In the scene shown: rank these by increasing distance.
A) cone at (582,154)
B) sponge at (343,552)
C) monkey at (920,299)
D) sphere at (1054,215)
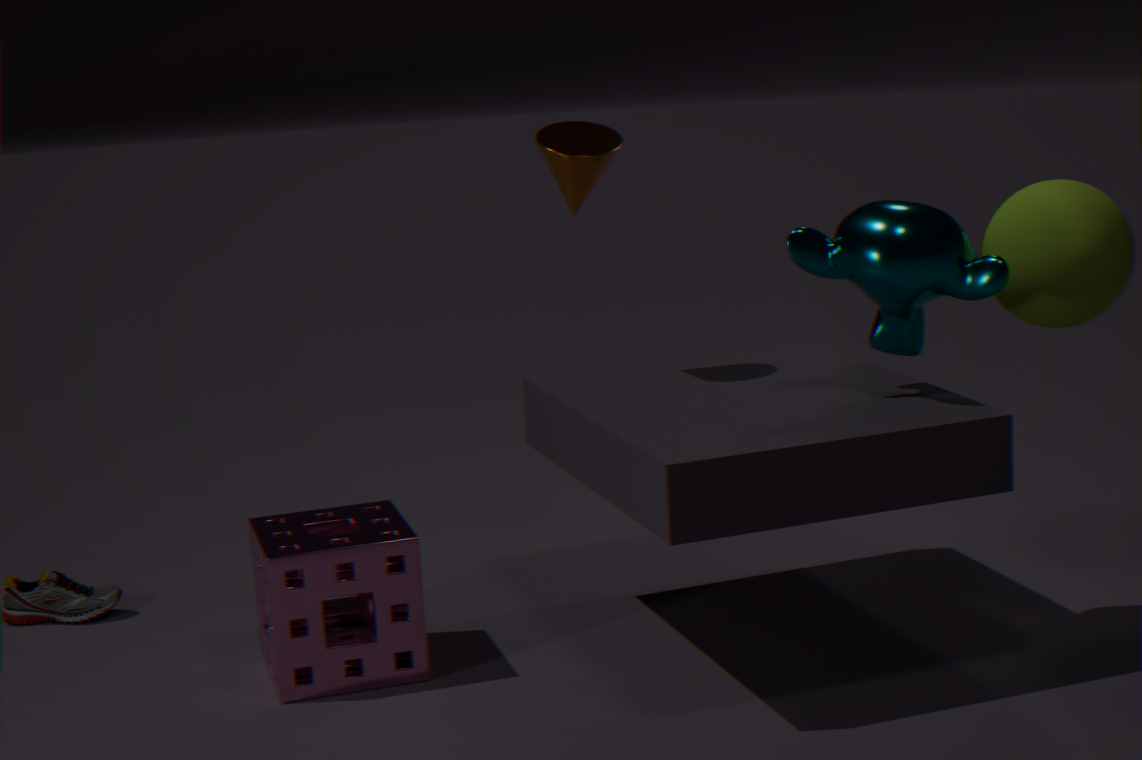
monkey at (920,299), sponge at (343,552), sphere at (1054,215), cone at (582,154)
